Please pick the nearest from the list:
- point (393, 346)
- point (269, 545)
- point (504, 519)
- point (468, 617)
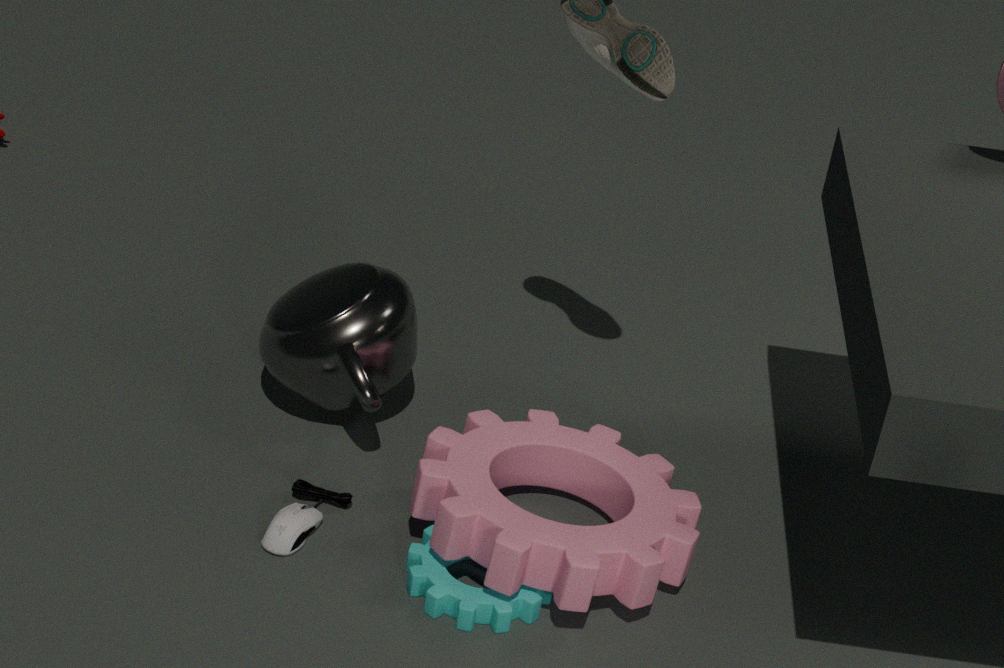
point (468, 617)
